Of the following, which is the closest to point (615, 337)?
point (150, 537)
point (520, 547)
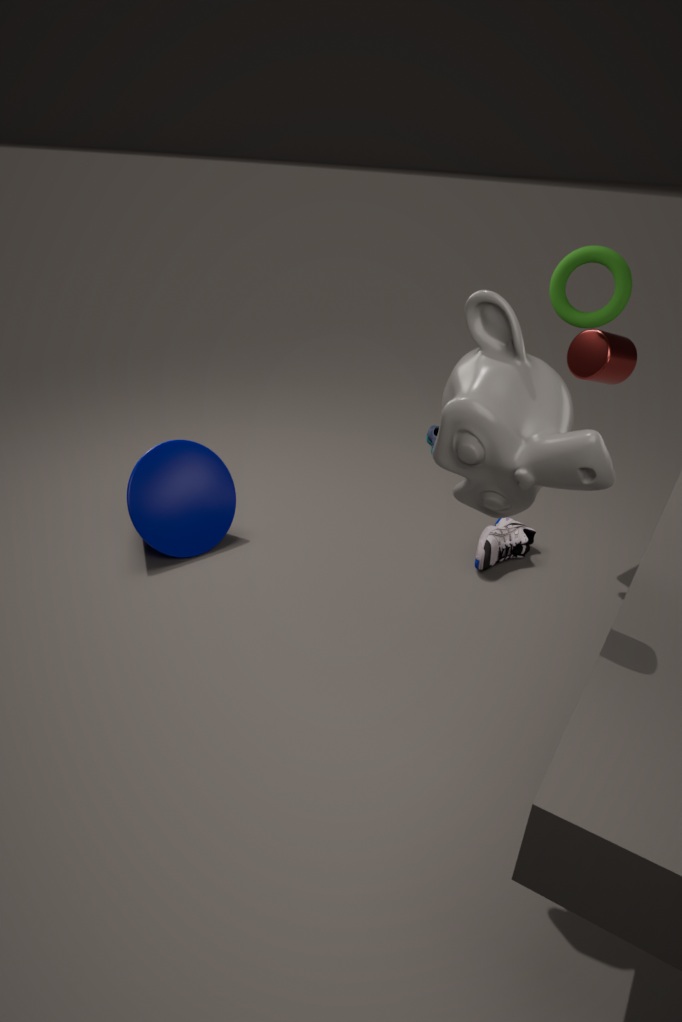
point (520, 547)
